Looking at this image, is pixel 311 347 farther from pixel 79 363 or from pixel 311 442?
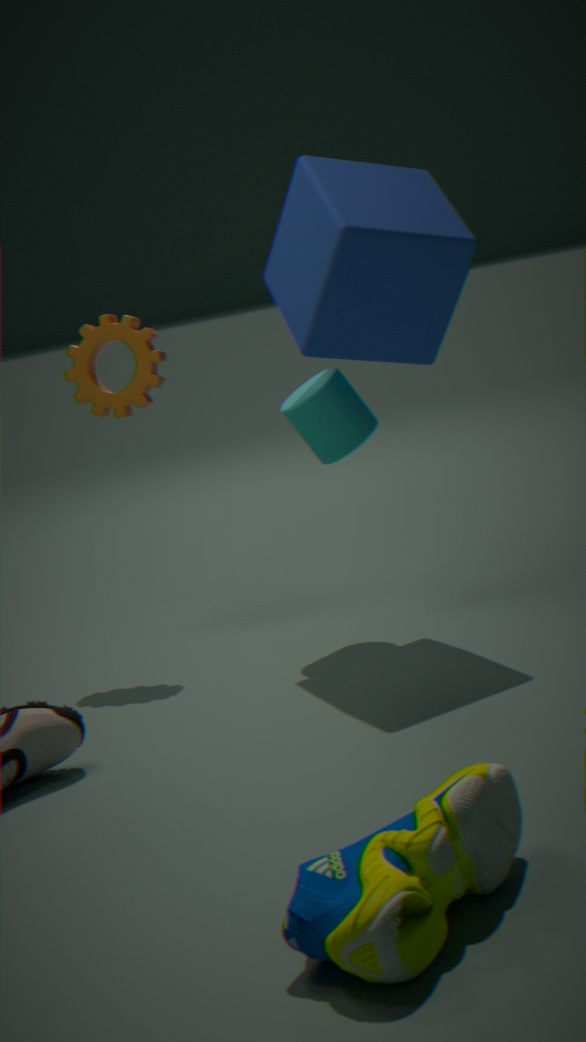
pixel 79 363
